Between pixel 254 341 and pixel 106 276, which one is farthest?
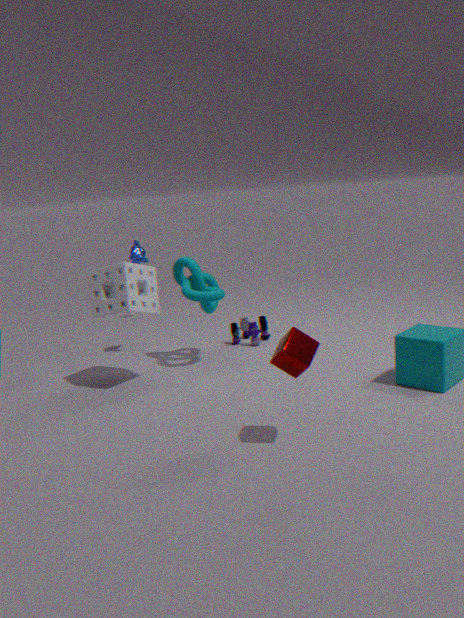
pixel 254 341
